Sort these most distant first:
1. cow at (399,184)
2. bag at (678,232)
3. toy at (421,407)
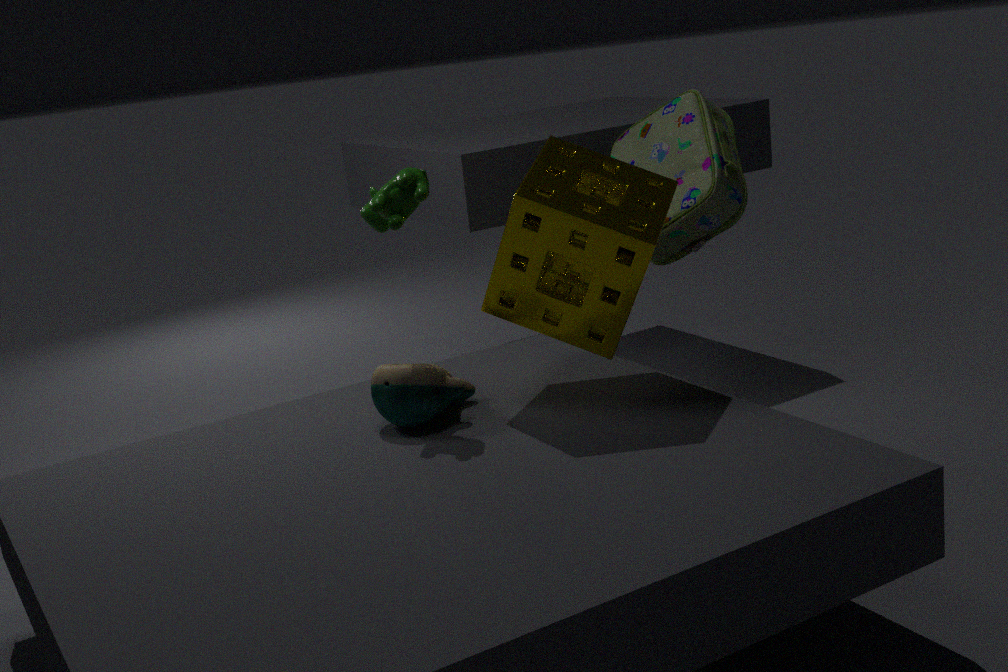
1. bag at (678,232)
2. toy at (421,407)
3. cow at (399,184)
